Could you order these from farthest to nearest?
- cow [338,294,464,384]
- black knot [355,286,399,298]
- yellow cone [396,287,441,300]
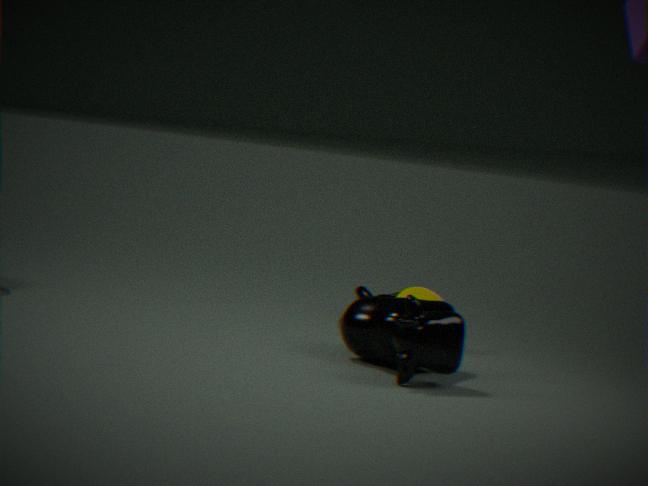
black knot [355,286,399,298] → yellow cone [396,287,441,300] → cow [338,294,464,384]
